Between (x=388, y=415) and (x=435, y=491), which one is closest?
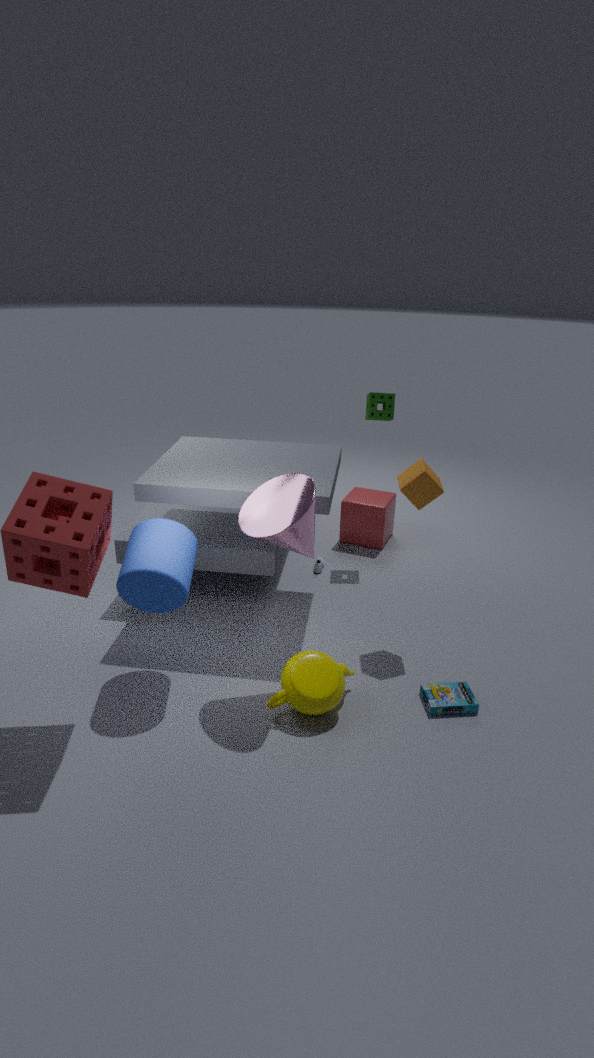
(x=435, y=491)
